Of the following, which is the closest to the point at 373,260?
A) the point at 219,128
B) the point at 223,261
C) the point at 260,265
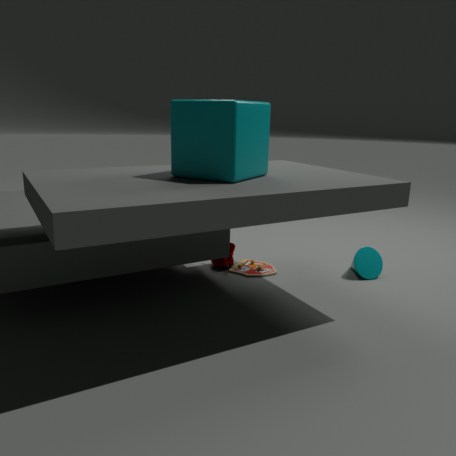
the point at 260,265
